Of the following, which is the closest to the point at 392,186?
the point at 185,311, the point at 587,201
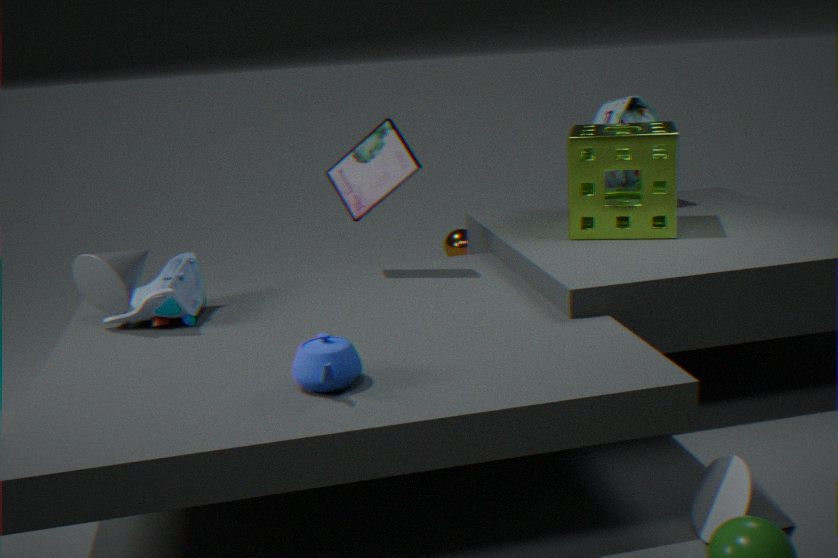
the point at 185,311
